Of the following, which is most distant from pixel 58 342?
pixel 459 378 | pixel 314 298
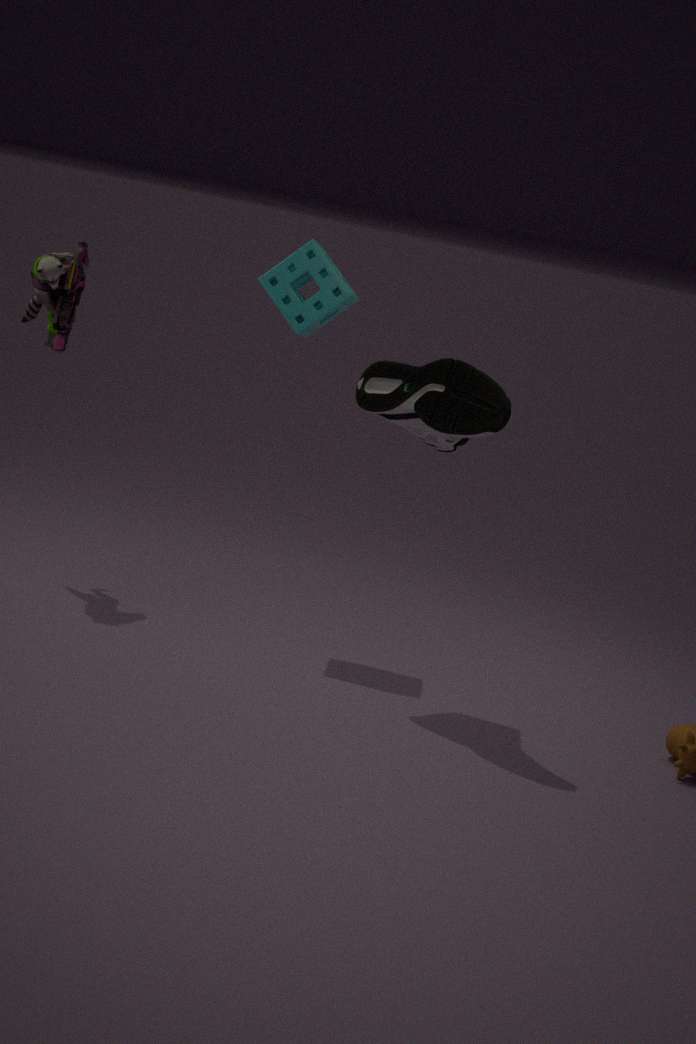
pixel 459 378
